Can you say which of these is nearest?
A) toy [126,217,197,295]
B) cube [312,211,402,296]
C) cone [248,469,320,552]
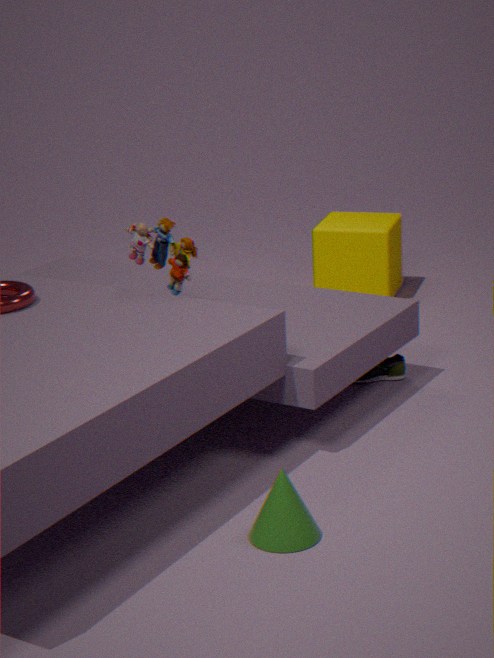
cone [248,469,320,552]
